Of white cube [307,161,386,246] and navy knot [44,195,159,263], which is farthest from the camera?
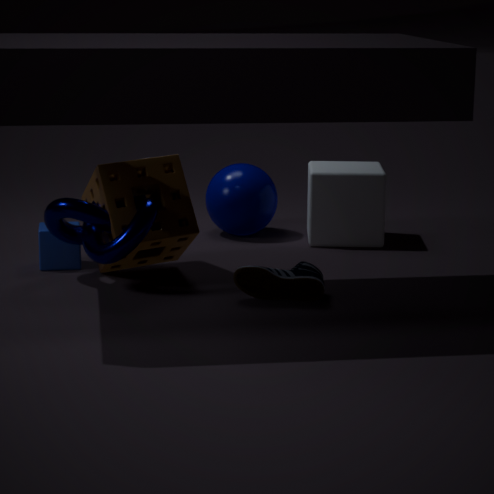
white cube [307,161,386,246]
